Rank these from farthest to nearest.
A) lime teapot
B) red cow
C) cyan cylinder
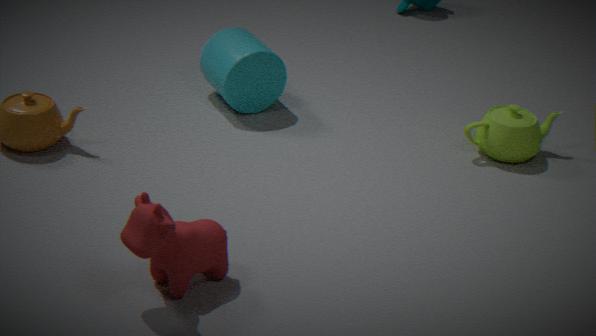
cyan cylinder → lime teapot → red cow
